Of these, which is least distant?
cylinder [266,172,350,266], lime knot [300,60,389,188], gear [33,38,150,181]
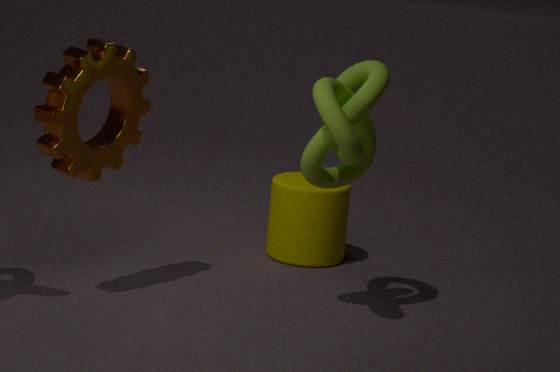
lime knot [300,60,389,188]
